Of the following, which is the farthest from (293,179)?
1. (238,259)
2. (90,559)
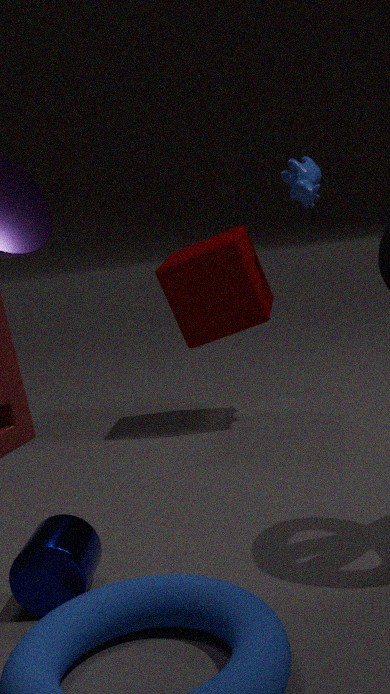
(90,559)
